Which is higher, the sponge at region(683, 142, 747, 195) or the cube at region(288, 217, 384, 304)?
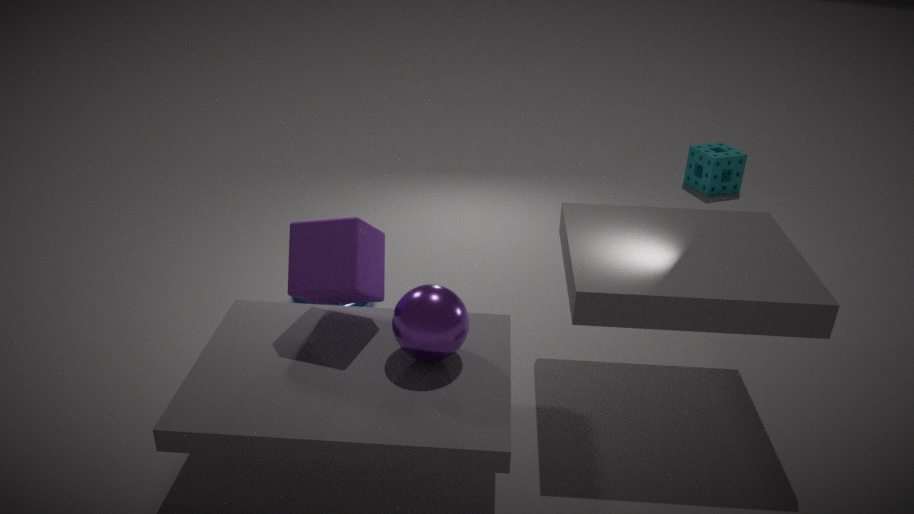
the cube at region(288, 217, 384, 304)
